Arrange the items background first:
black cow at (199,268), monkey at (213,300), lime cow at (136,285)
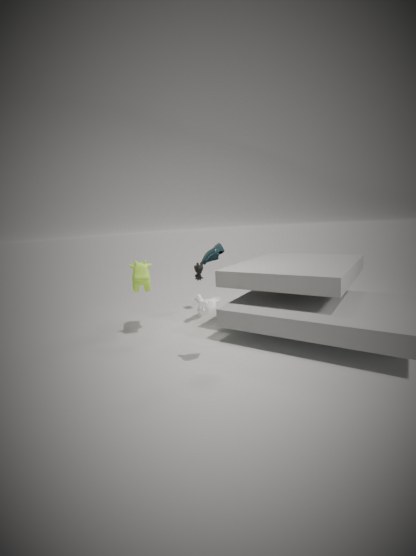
black cow at (199,268) → lime cow at (136,285) → monkey at (213,300)
